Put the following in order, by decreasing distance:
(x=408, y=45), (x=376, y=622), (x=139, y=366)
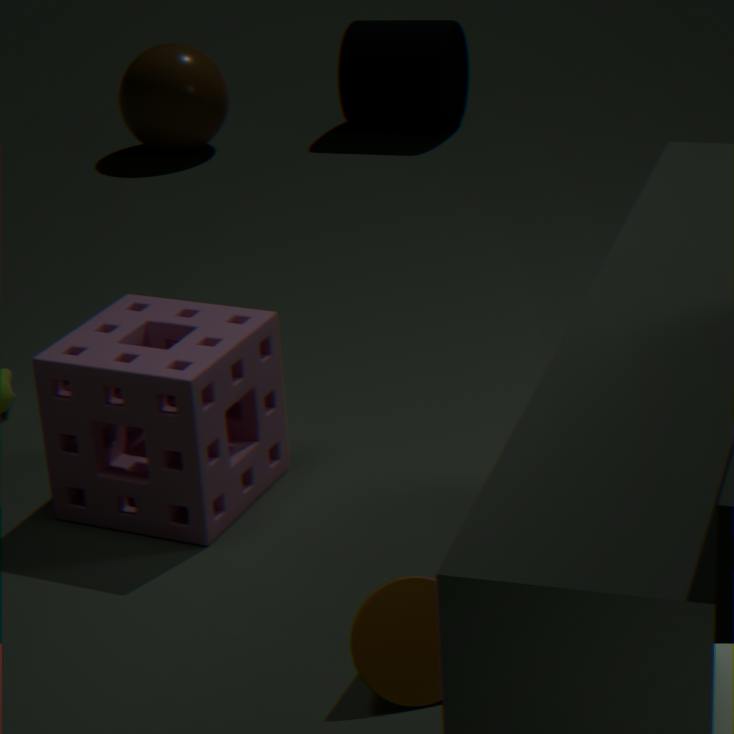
1. (x=408, y=45)
2. (x=139, y=366)
3. (x=376, y=622)
